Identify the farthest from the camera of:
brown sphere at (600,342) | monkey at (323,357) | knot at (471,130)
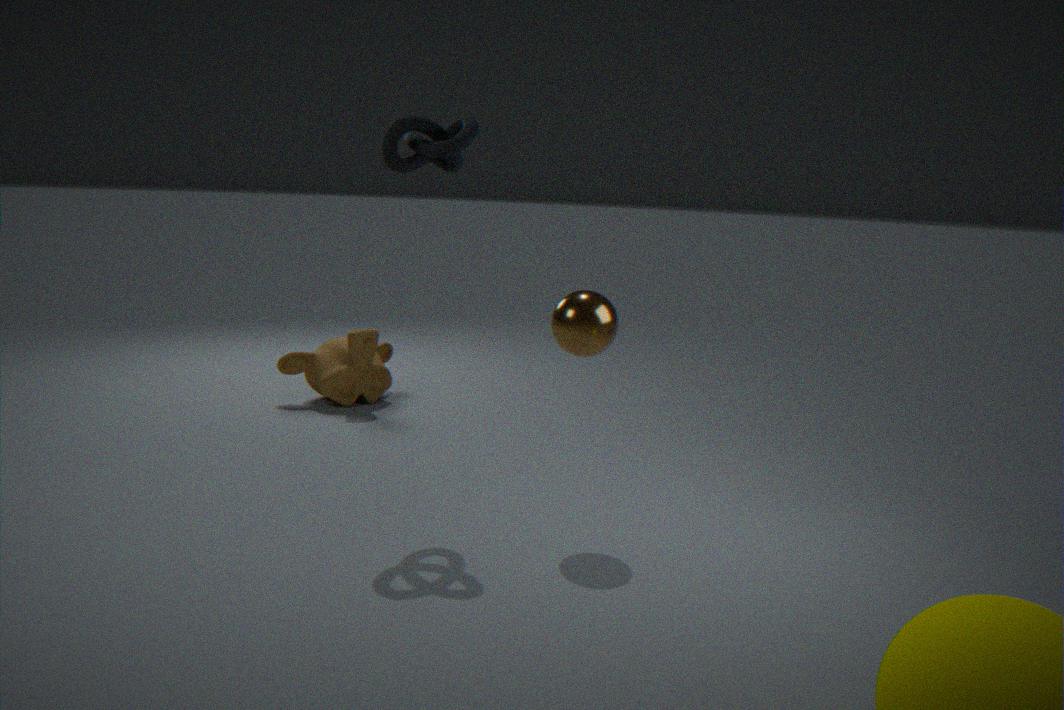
monkey at (323,357)
